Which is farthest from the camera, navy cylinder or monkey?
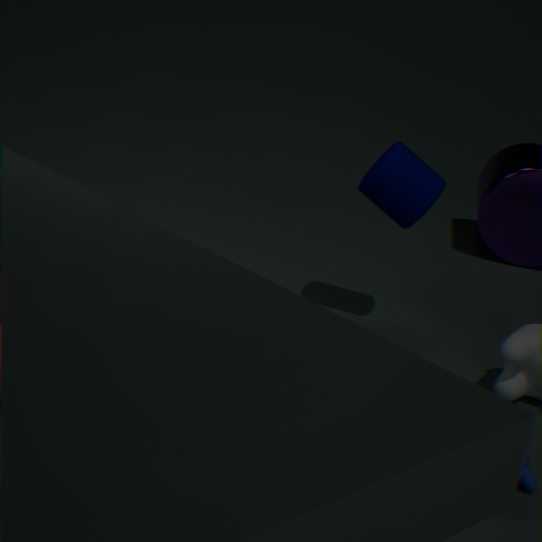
navy cylinder
